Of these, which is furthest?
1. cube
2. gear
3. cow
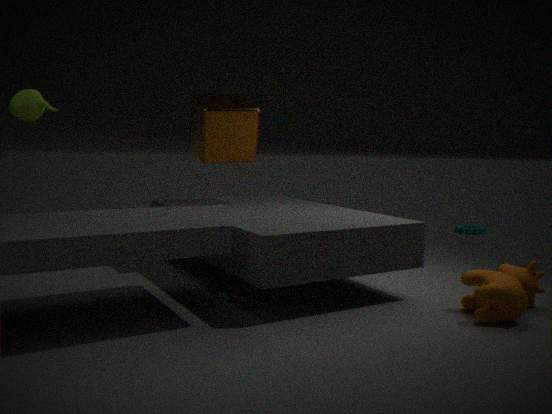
gear
